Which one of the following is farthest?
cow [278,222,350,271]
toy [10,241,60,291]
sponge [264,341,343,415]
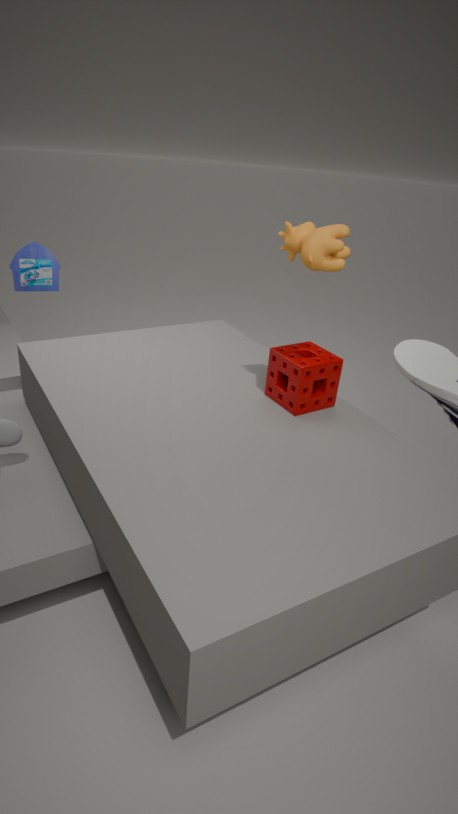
toy [10,241,60,291]
